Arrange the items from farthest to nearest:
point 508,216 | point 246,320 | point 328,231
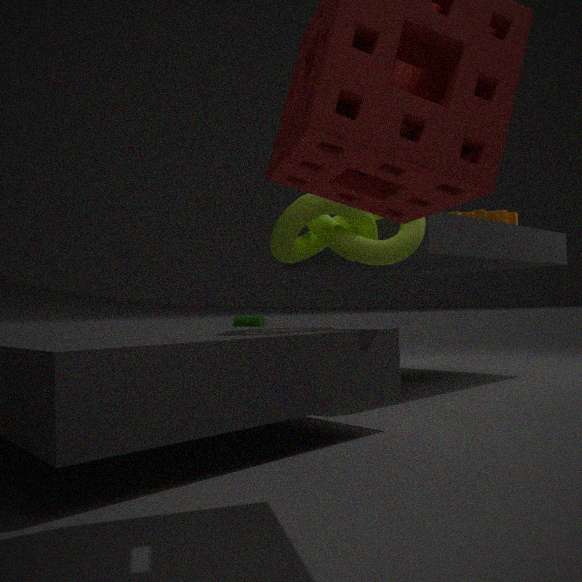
point 246,320
point 508,216
point 328,231
